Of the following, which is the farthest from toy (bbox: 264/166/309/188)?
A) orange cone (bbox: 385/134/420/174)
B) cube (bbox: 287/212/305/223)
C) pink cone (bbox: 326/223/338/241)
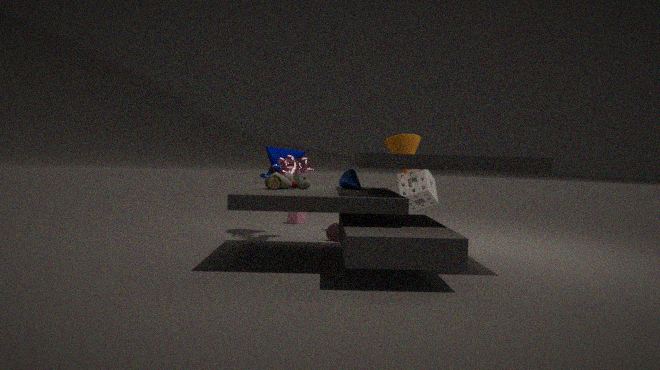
cube (bbox: 287/212/305/223)
